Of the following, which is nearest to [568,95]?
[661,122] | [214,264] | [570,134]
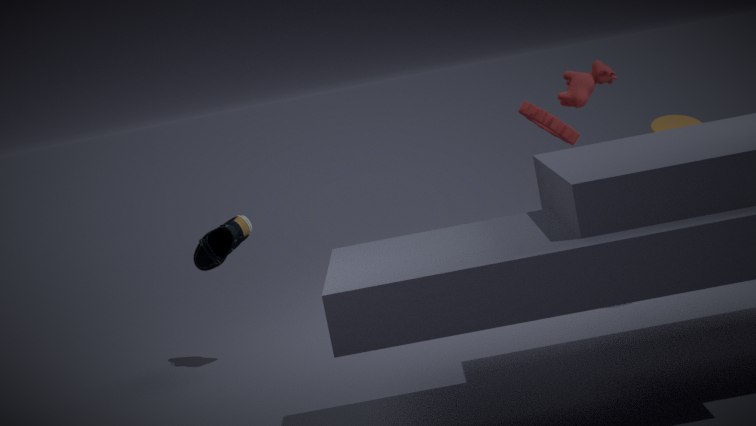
[570,134]
